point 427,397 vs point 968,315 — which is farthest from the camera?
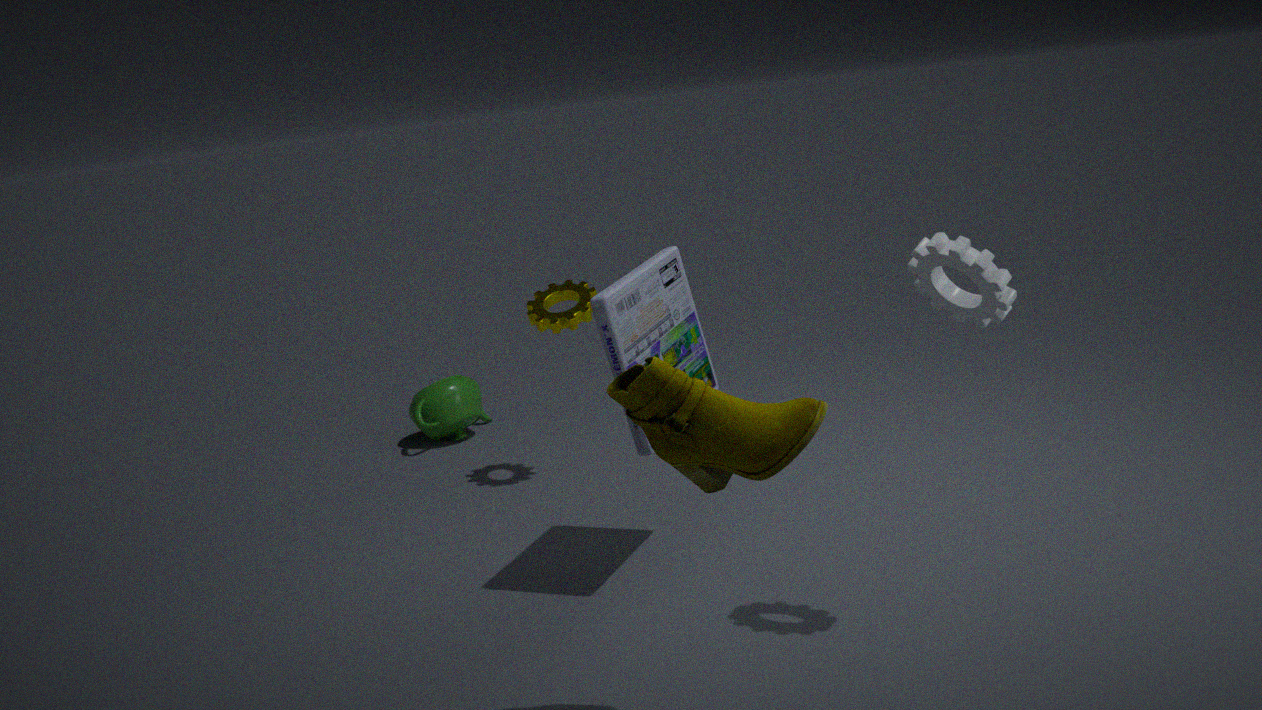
point 427,397
